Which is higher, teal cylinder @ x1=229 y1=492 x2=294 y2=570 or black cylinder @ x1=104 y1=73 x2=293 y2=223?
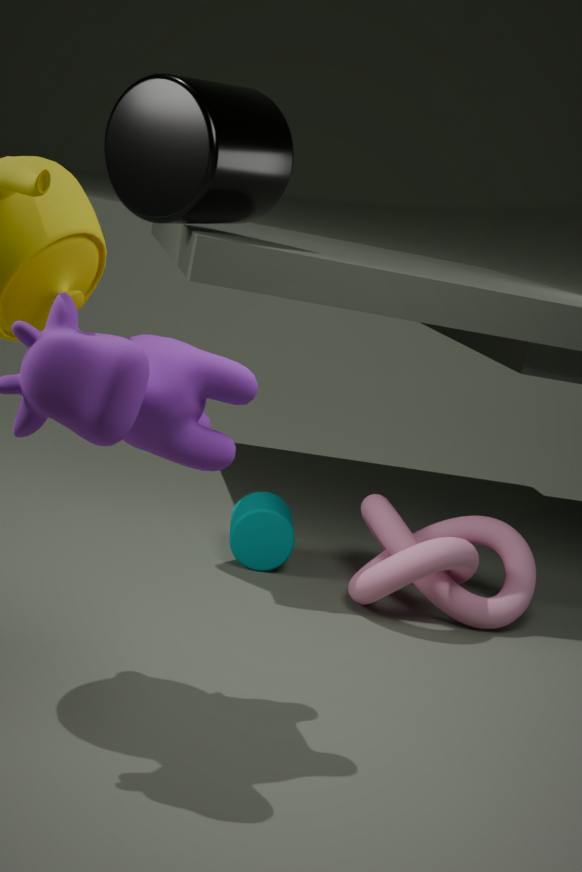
black cylinder @ x1=104 y1=73 x2=293 y2=223
